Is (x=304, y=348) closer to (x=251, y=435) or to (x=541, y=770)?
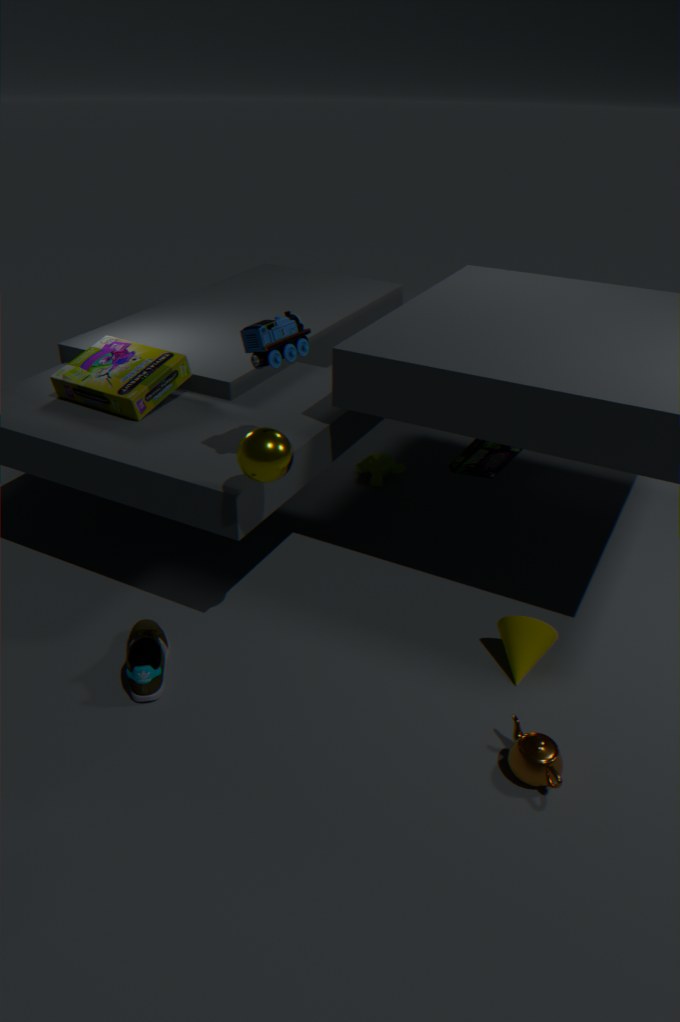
(x=251, y=435)
